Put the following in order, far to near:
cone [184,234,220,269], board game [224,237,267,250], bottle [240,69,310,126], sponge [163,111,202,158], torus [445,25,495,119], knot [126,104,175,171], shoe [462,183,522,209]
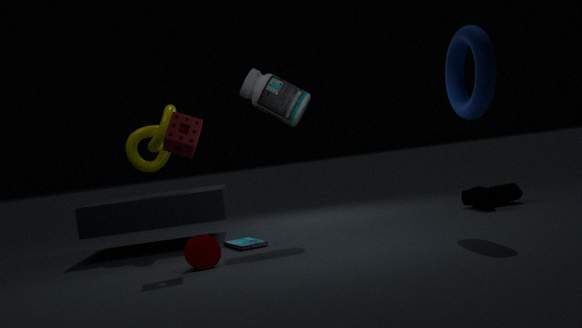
1. shoe [462,183,522,209]
2. knot [126,104,175,171]
3. bottle [240,69,310,126]
4. board game [224,237,267,250]
5. cone [184,234,220,269]
6. sponge [163,111,202,158]
7. torus [445,25,495,119]
